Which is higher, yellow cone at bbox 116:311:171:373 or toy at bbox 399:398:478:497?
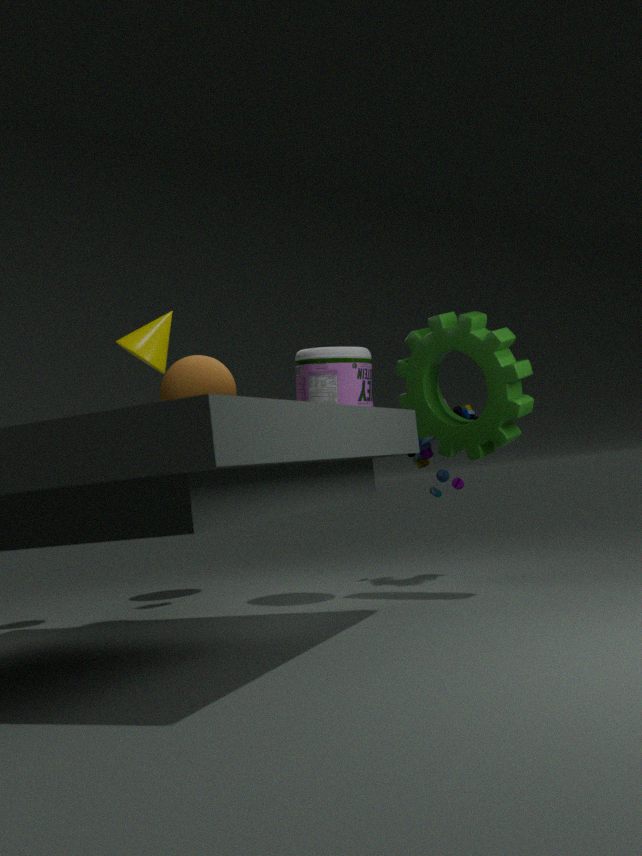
yellow cone at bbox 116:311:171:373
